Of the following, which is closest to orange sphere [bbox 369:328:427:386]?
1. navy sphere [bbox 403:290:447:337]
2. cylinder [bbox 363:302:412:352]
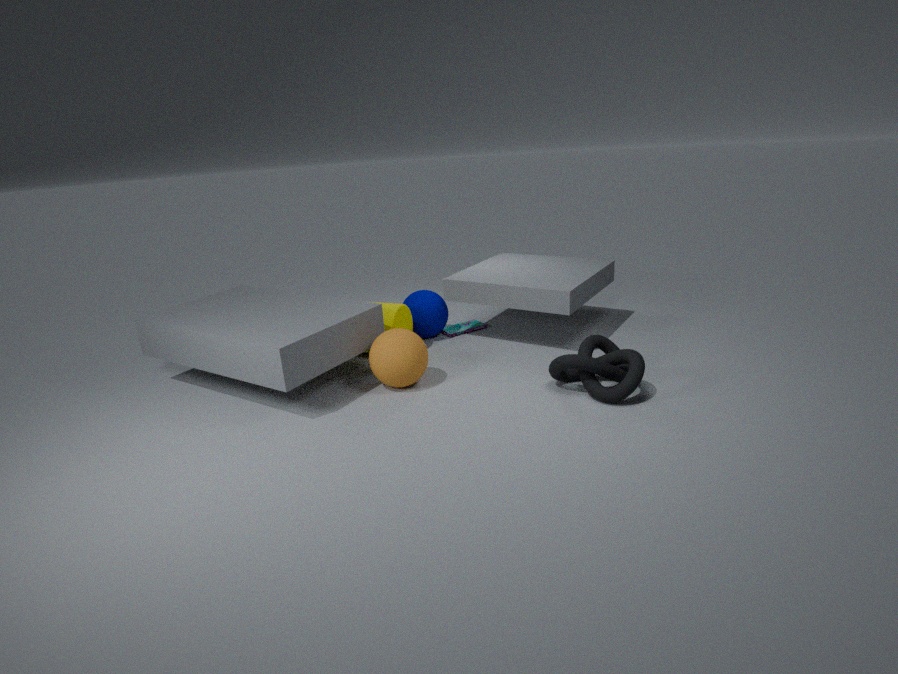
cylinder [bbox 363:302:412:352]
